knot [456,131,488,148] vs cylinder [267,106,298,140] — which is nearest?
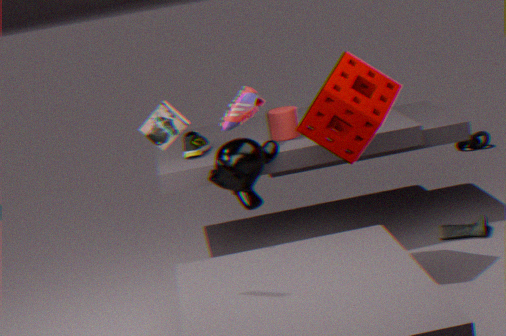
cylinder [267,106,298,140]
